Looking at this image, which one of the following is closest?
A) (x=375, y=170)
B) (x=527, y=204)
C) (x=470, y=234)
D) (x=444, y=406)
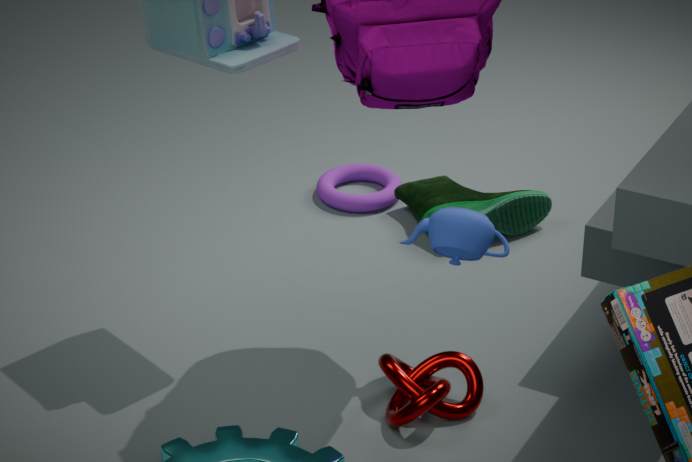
(x=470, y=234)
